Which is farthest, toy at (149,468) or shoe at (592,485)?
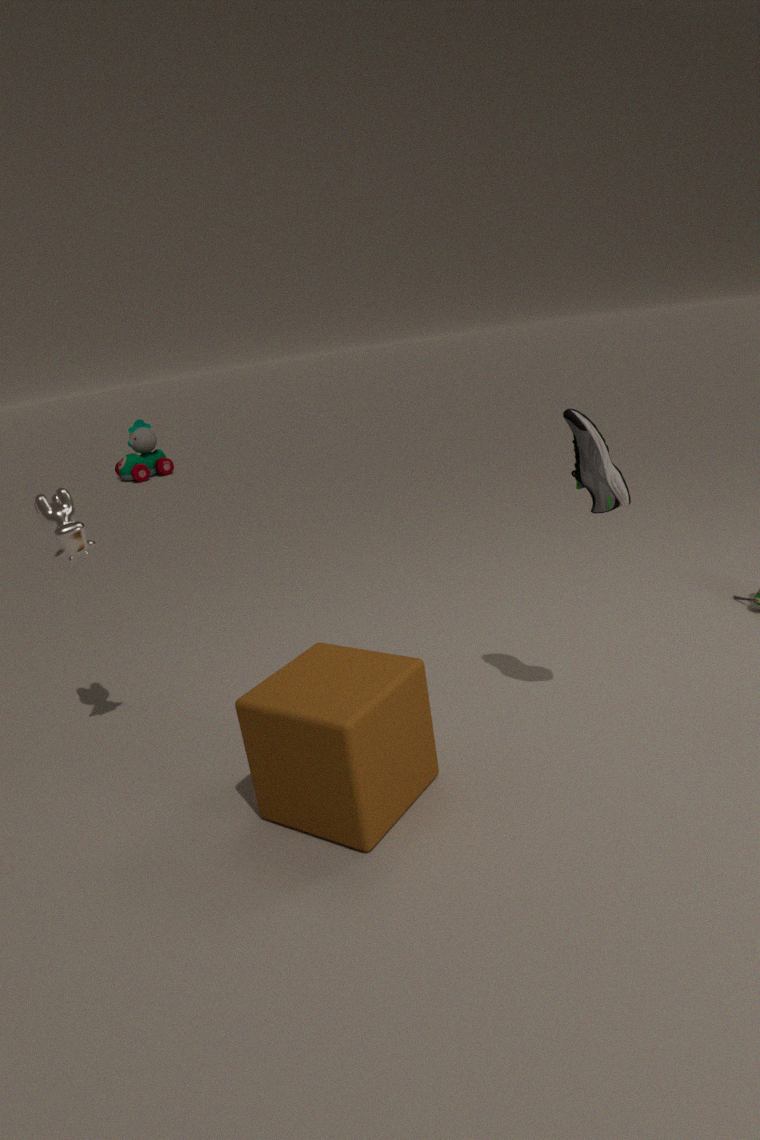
toy at (149,468)
